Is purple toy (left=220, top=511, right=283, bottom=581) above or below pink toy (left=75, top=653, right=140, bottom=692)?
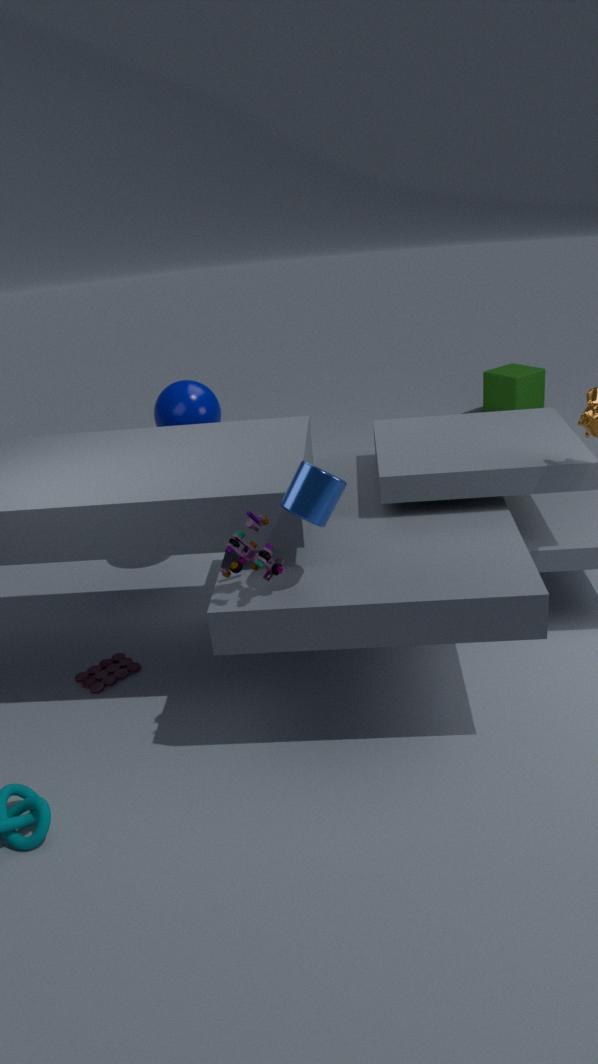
above
